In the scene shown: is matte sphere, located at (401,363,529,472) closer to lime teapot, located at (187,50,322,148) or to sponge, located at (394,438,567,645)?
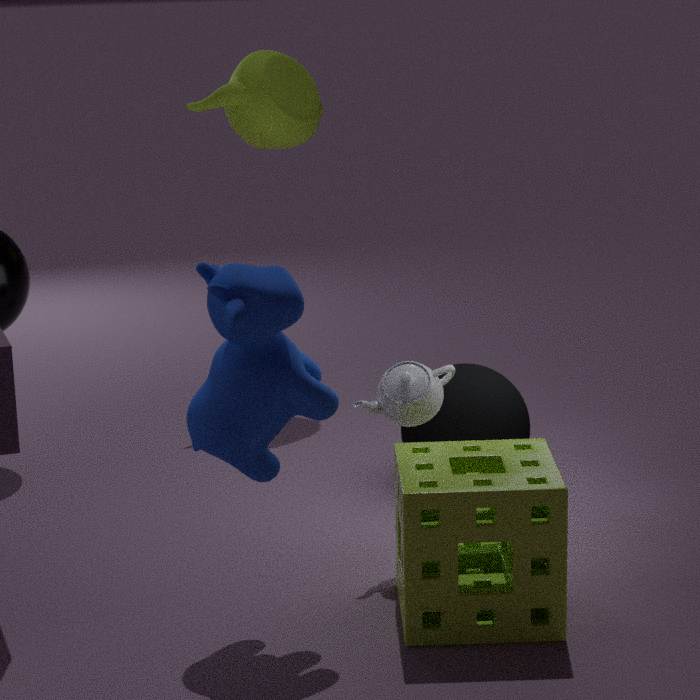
sponge, located at (394,438,567,645)
